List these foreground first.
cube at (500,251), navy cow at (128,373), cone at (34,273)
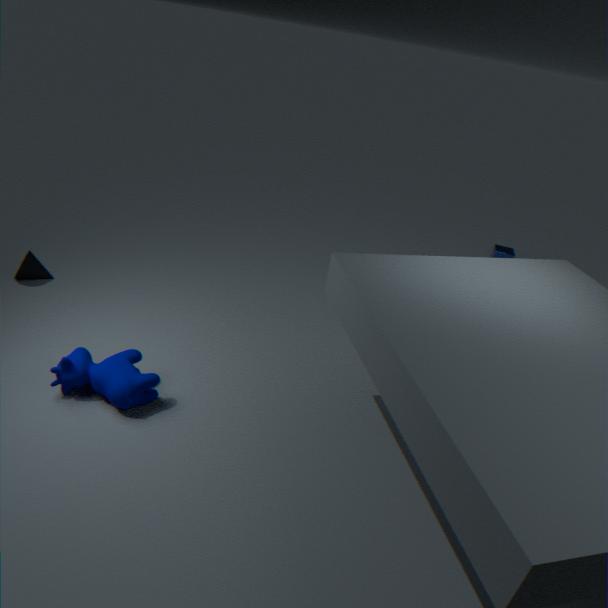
navy cow at (128,373) → cone at (34,273) → cube at (500,251)
